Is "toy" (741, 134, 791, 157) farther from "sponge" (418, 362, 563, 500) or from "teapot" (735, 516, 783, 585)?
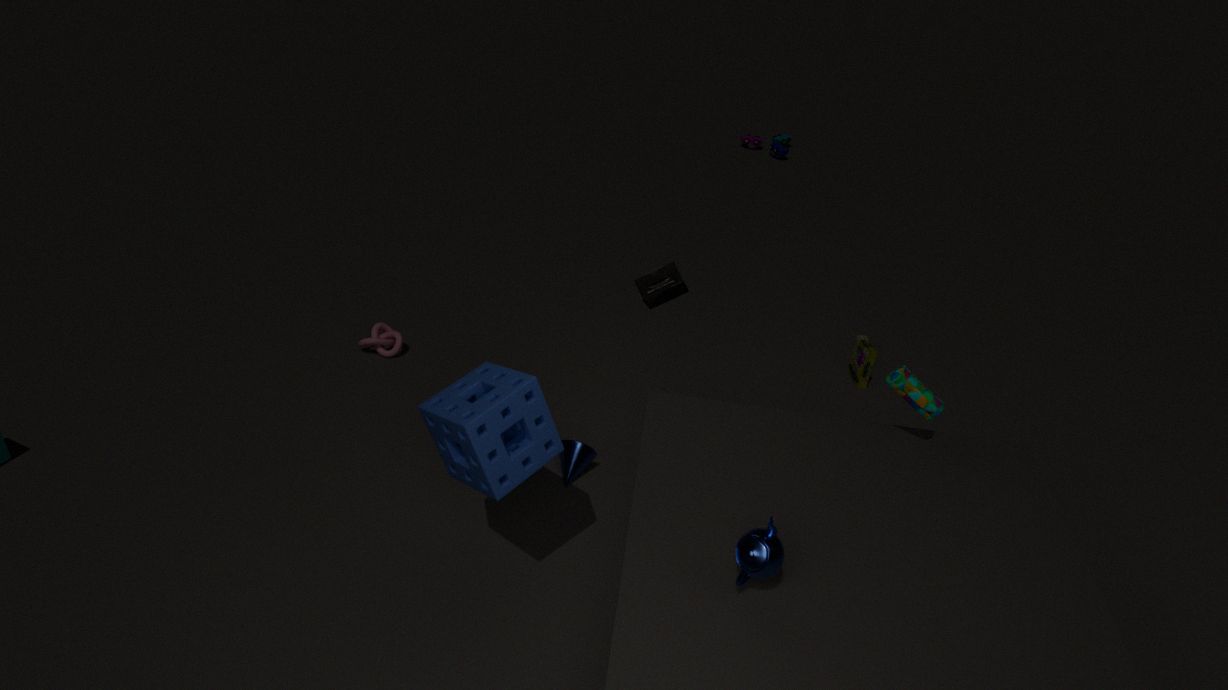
"teapot" (735, 516, 783, 585)
